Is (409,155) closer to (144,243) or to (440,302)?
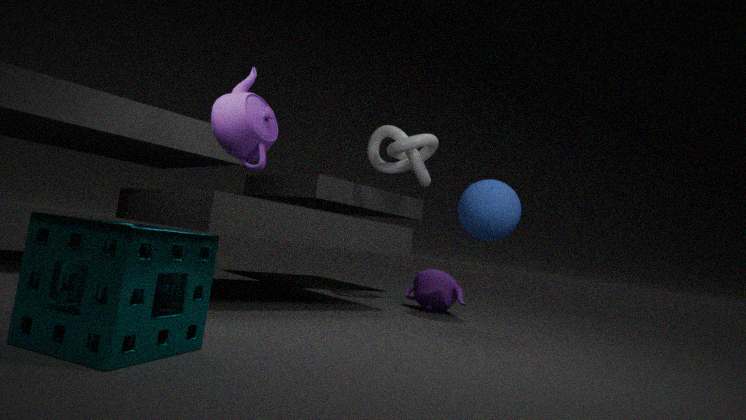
(440,302)
